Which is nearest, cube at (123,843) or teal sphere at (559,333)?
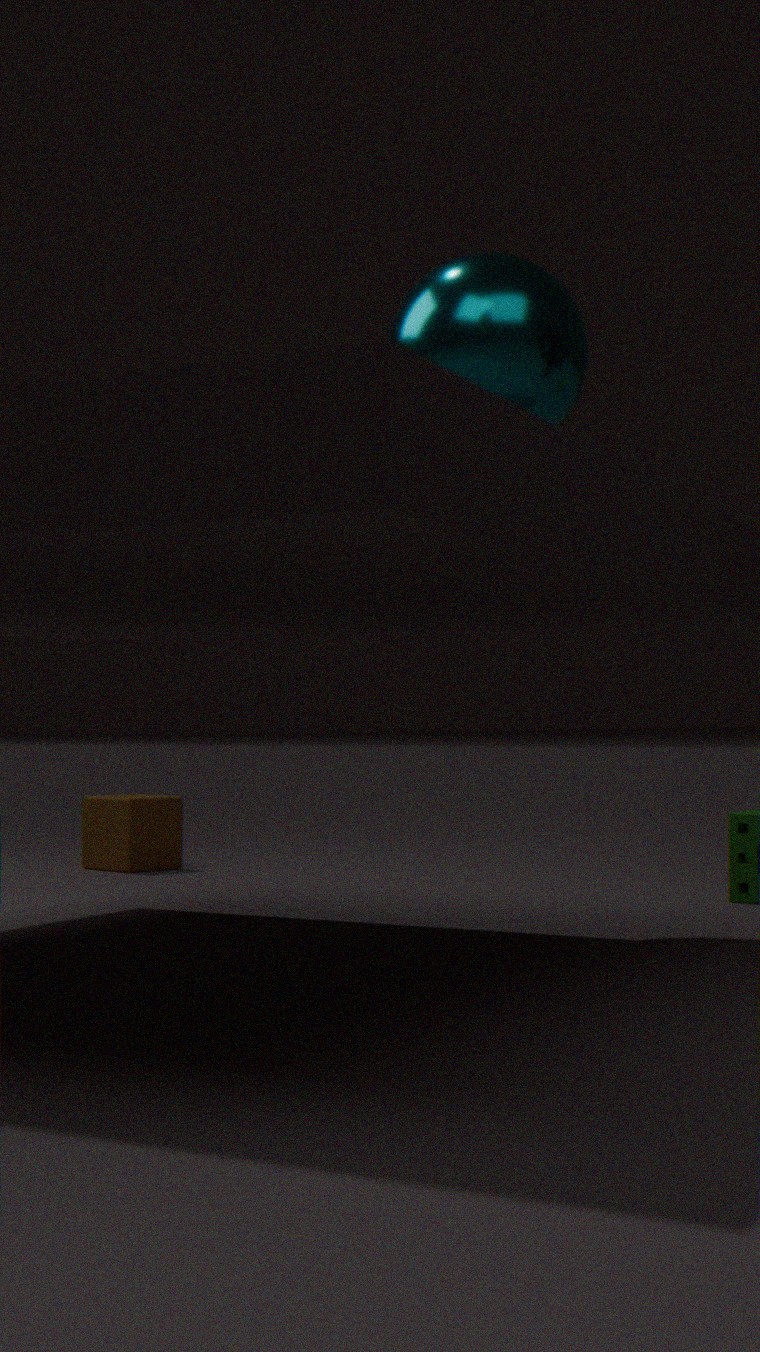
teal sphere at (559,333)
